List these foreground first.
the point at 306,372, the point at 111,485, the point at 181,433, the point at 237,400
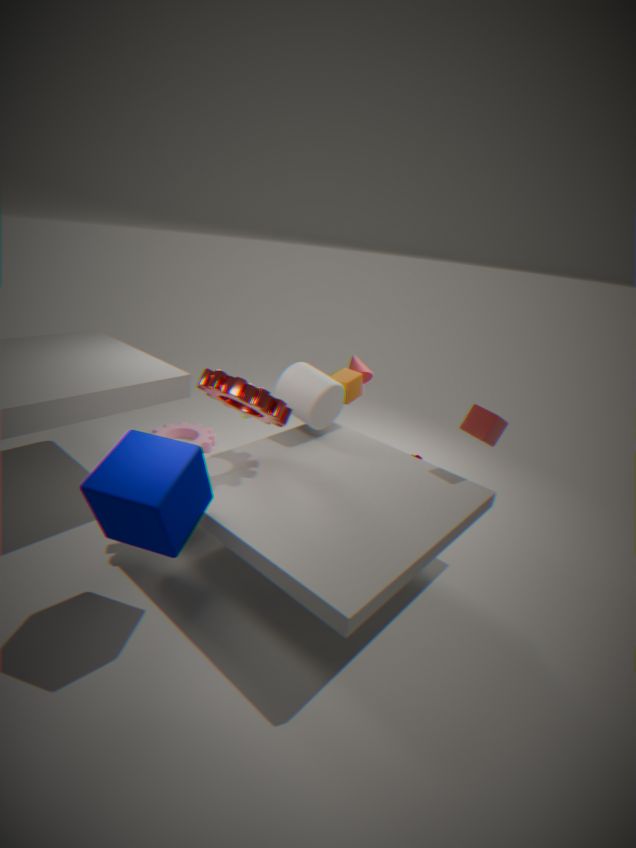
the point at 111,485, the point at 237,400, the point at 306,372, the point at 181,433
